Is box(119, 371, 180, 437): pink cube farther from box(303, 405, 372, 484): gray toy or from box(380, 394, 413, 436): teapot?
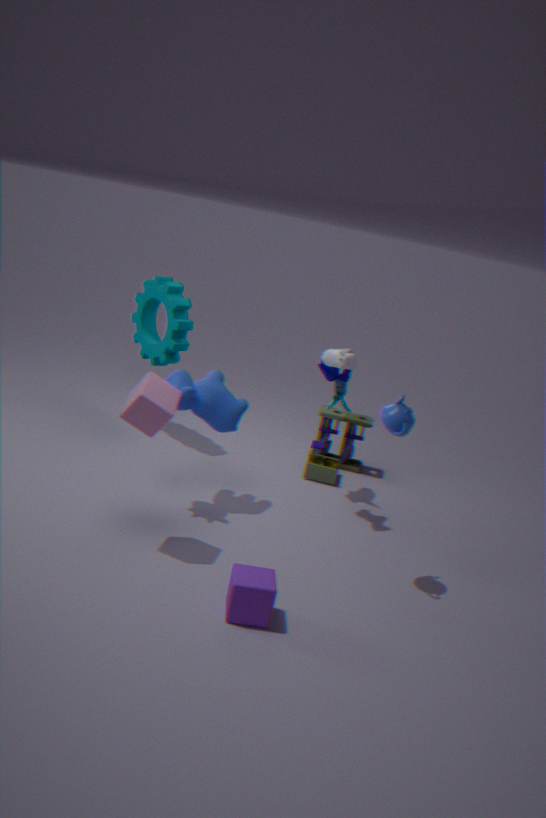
box(303, 405, 372, 484): gray toy
